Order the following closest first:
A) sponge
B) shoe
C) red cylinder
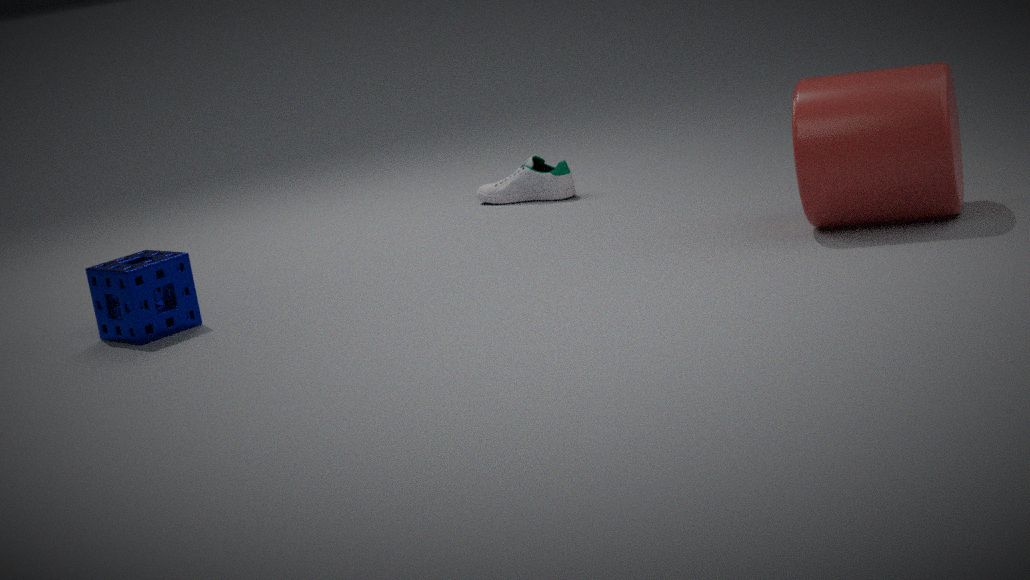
red cylinder → sponge → shoe
